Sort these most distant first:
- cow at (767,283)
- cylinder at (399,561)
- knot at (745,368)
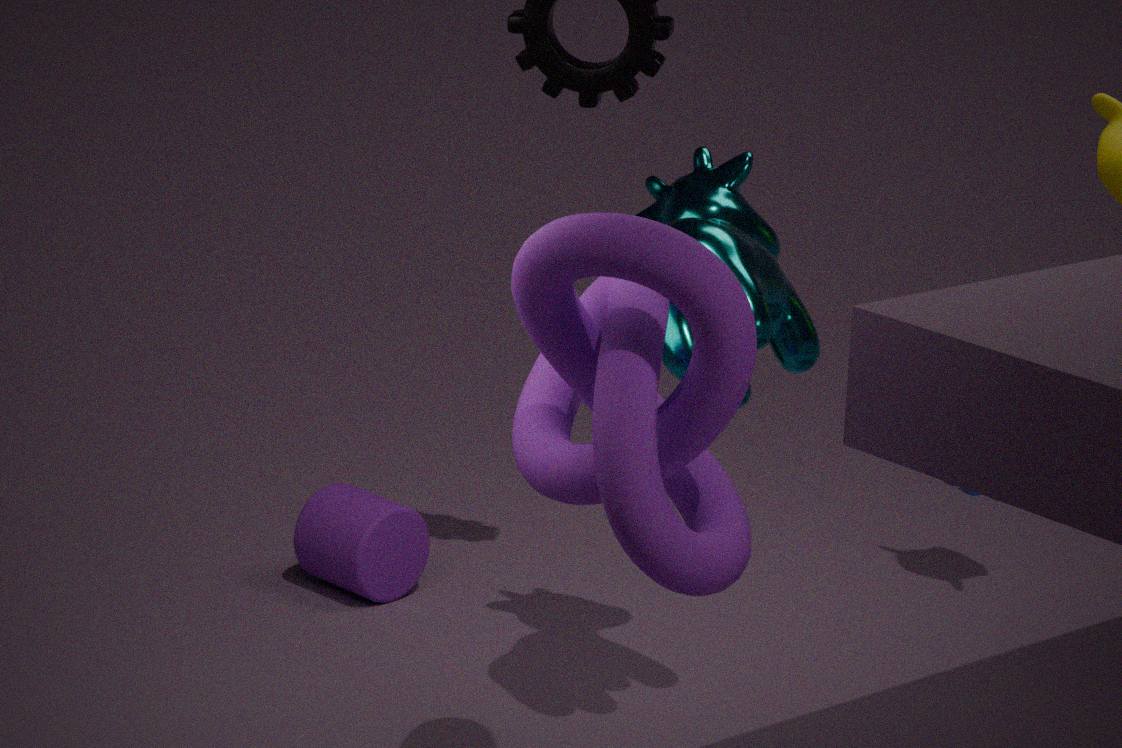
cylinder at (399,561), cow at (767,283), knot at (745,368)
